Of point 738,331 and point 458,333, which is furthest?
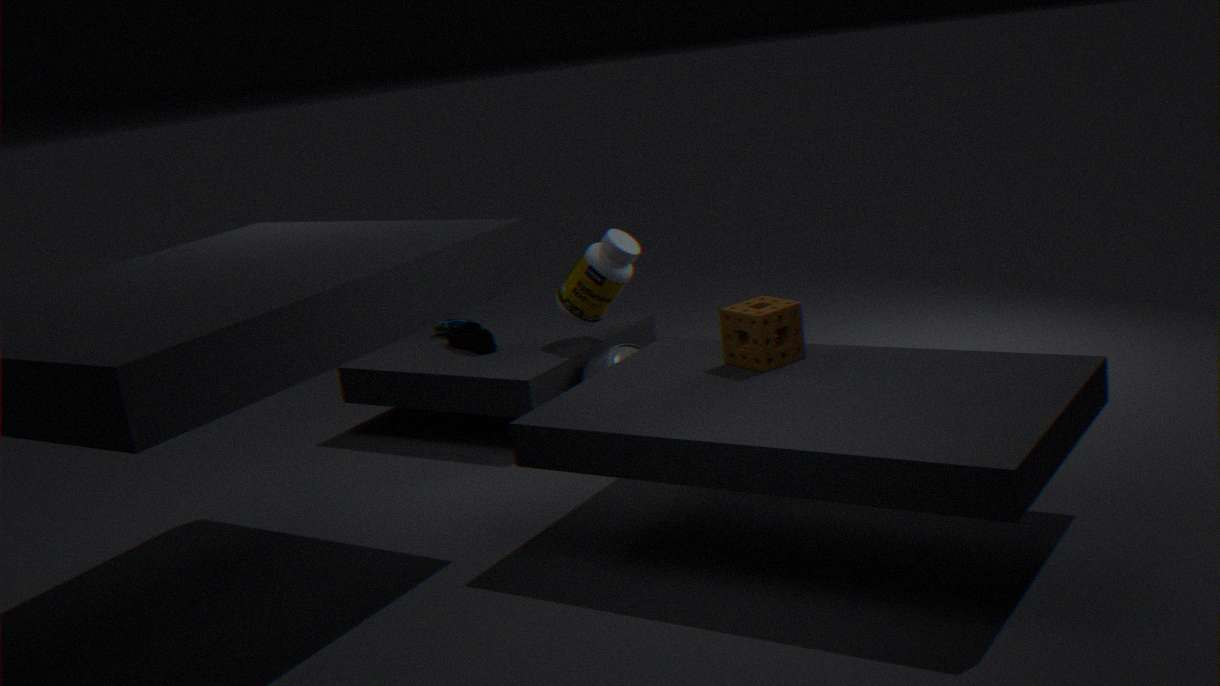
point 458,333
